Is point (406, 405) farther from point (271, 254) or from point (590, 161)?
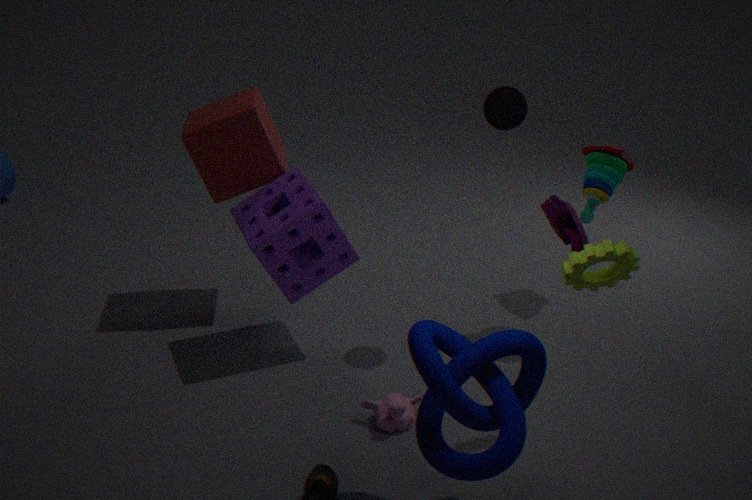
point (590, 161)
